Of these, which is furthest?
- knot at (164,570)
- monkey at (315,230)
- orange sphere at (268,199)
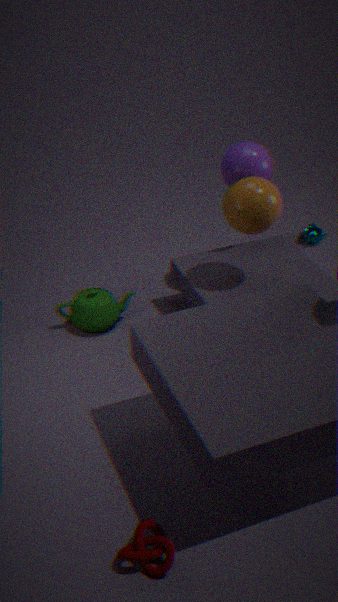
monkey at (315,230)
